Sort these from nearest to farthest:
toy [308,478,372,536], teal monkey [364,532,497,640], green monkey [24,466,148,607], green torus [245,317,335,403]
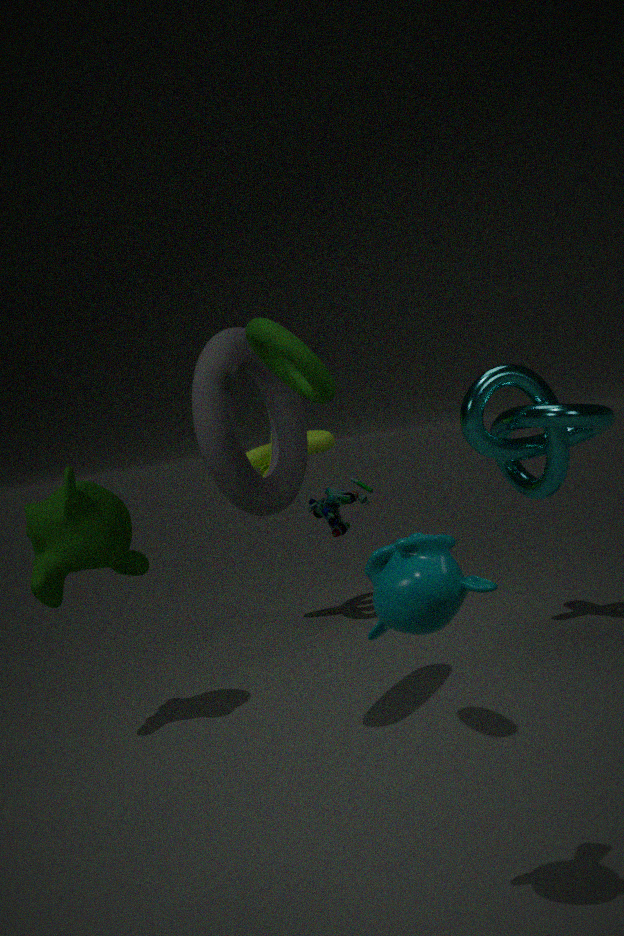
teal monkey [364,532,497,640] < green torus [245,317,335,403] < green monkey [24,466,148,607] < toy [308,478,372,536]
